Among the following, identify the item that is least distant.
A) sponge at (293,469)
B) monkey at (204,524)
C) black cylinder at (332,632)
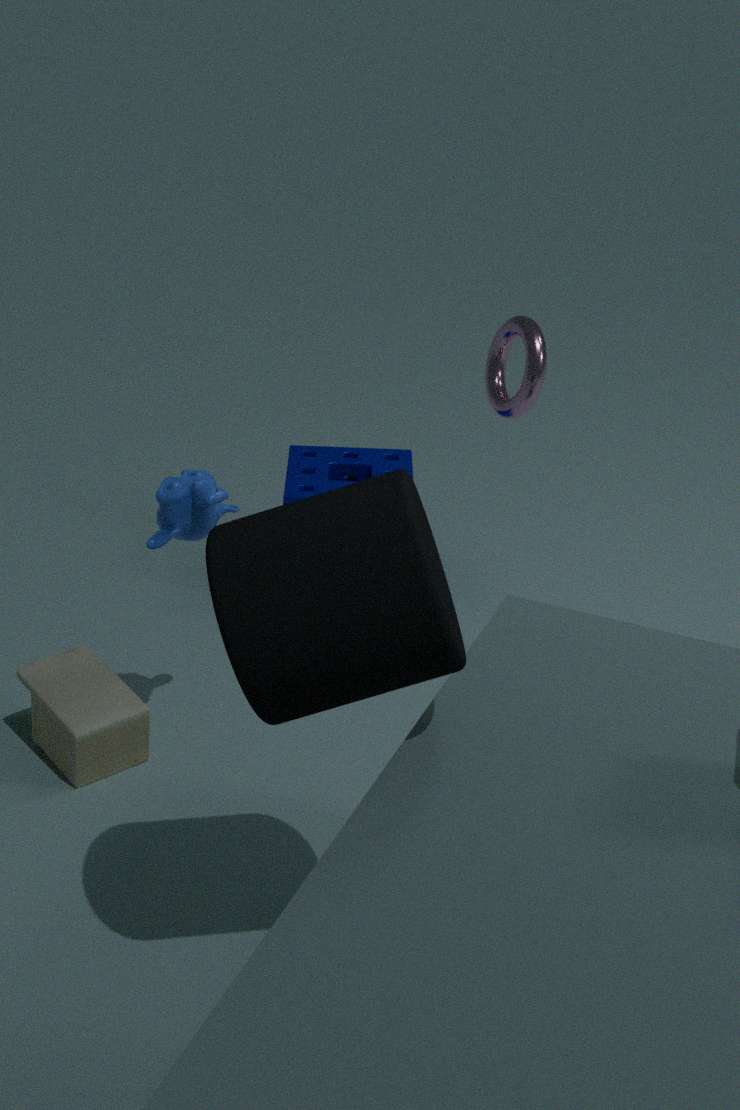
black cylinder at (332,632)
